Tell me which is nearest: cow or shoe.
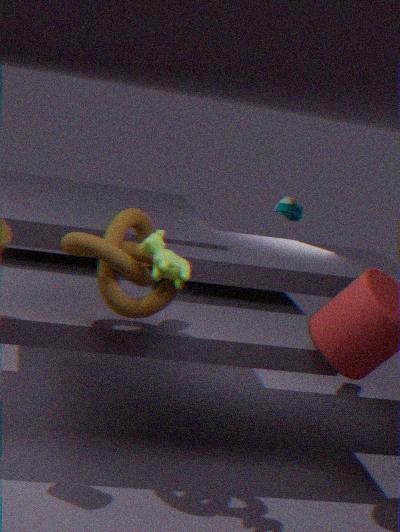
cow
